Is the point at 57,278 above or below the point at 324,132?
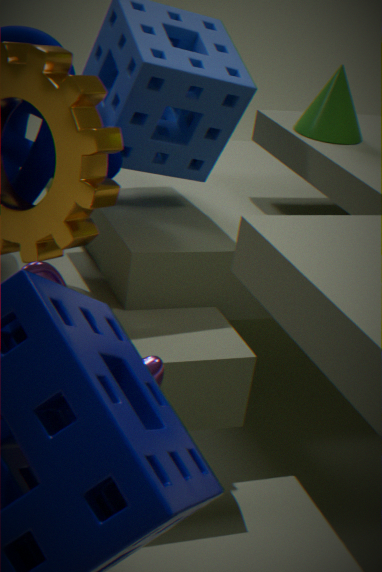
below
